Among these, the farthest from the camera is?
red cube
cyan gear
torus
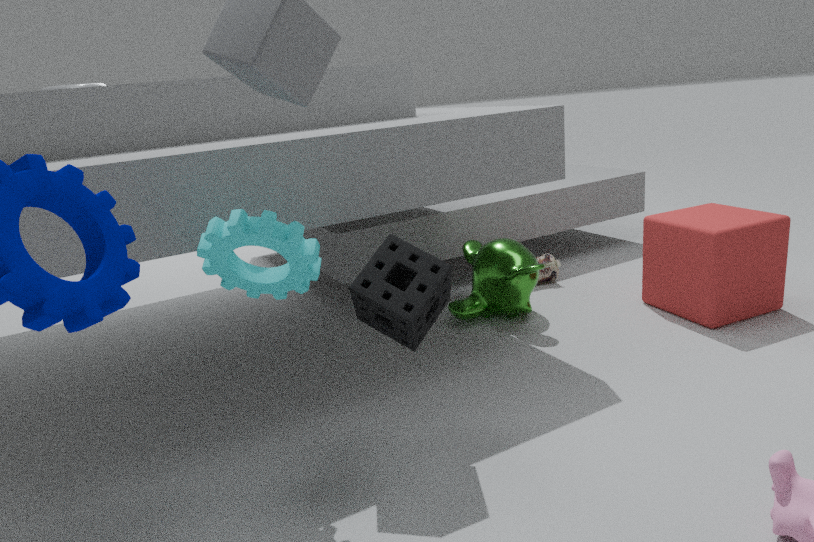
torus
